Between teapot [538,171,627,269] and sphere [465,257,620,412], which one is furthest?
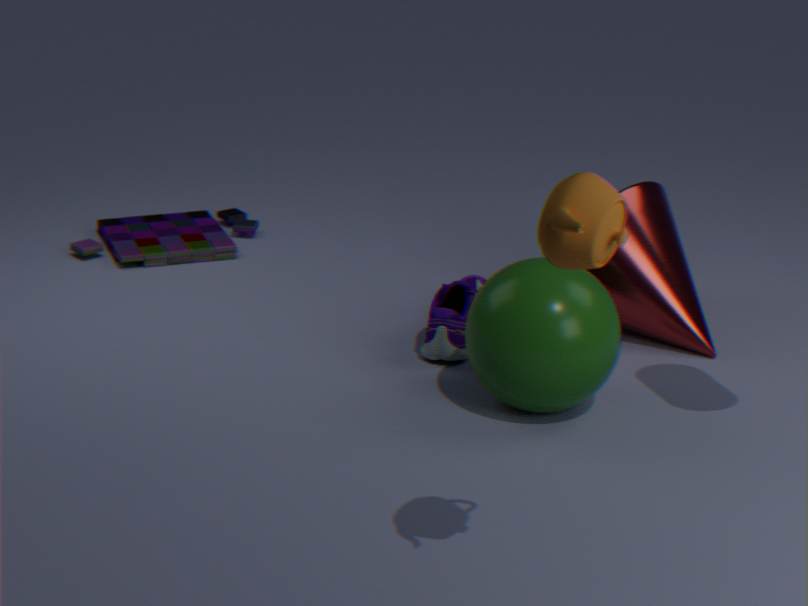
sphere [465,257,620,412]
